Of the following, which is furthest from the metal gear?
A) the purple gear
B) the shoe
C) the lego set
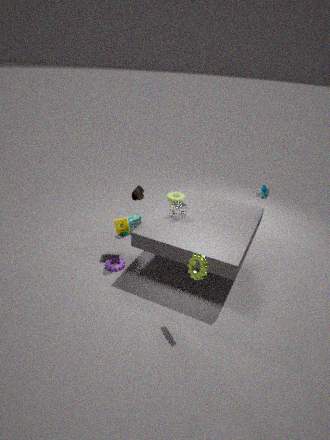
the lego set
